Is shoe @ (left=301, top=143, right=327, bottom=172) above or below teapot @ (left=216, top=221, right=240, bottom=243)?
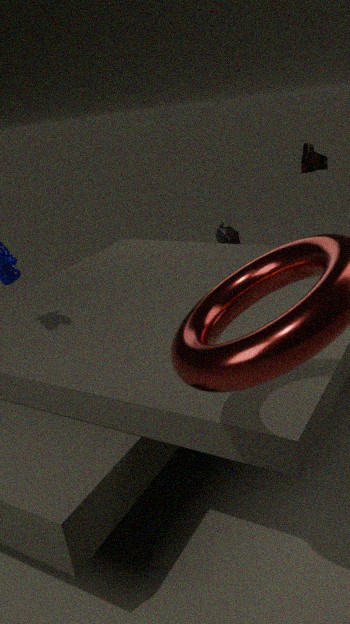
above
